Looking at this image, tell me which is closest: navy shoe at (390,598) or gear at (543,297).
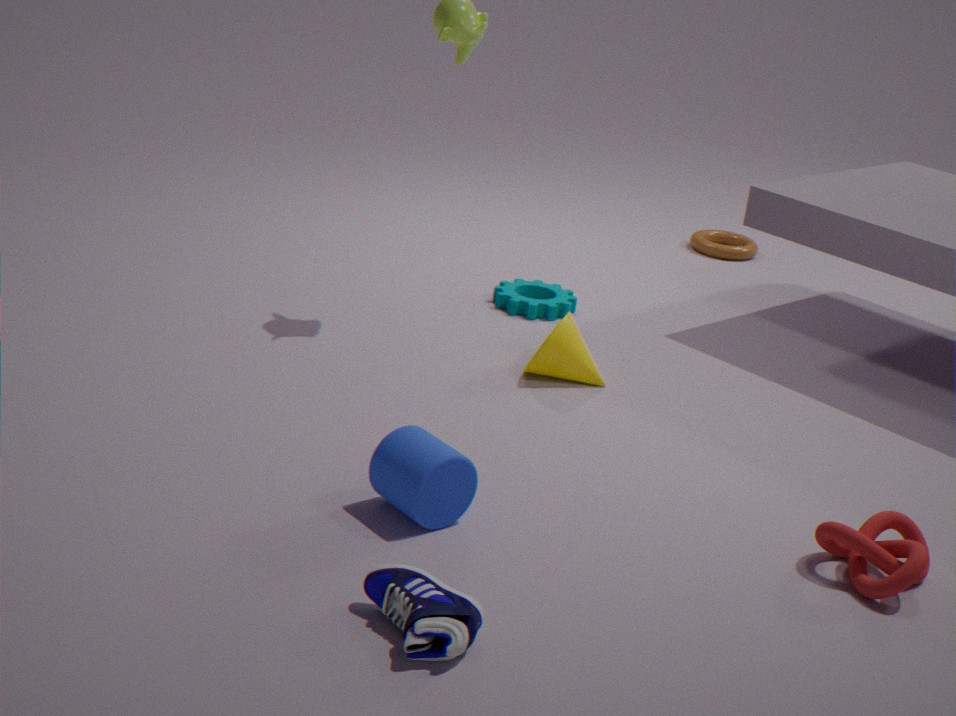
navy shoe at (390,598)
